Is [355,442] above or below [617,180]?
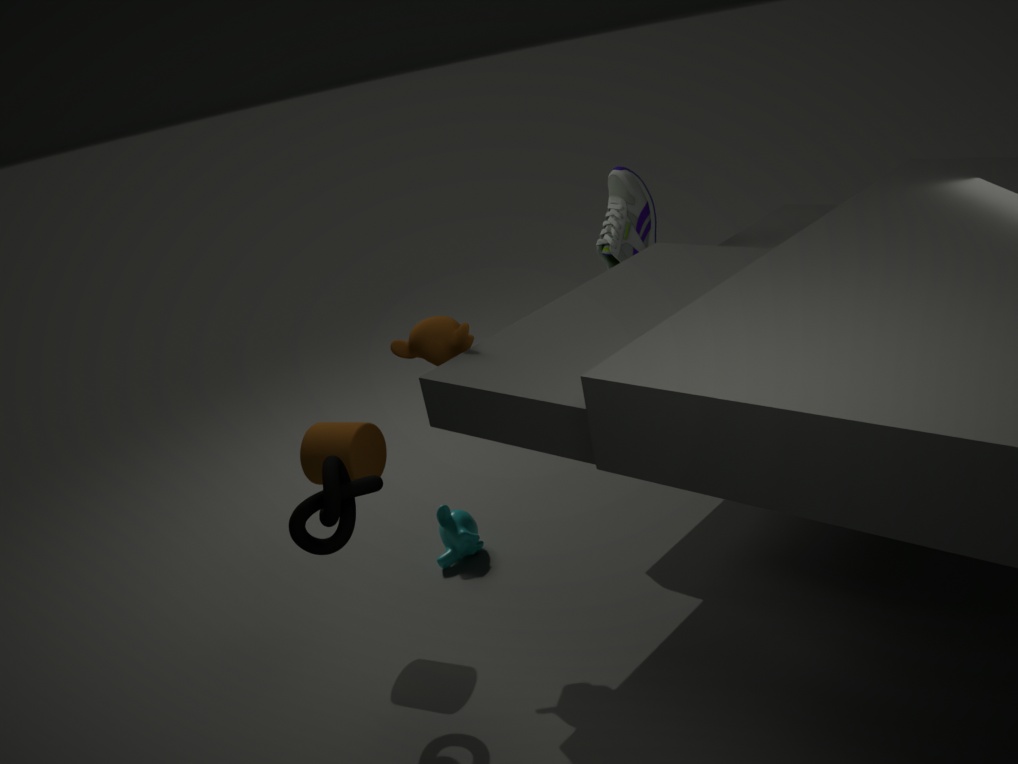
below
